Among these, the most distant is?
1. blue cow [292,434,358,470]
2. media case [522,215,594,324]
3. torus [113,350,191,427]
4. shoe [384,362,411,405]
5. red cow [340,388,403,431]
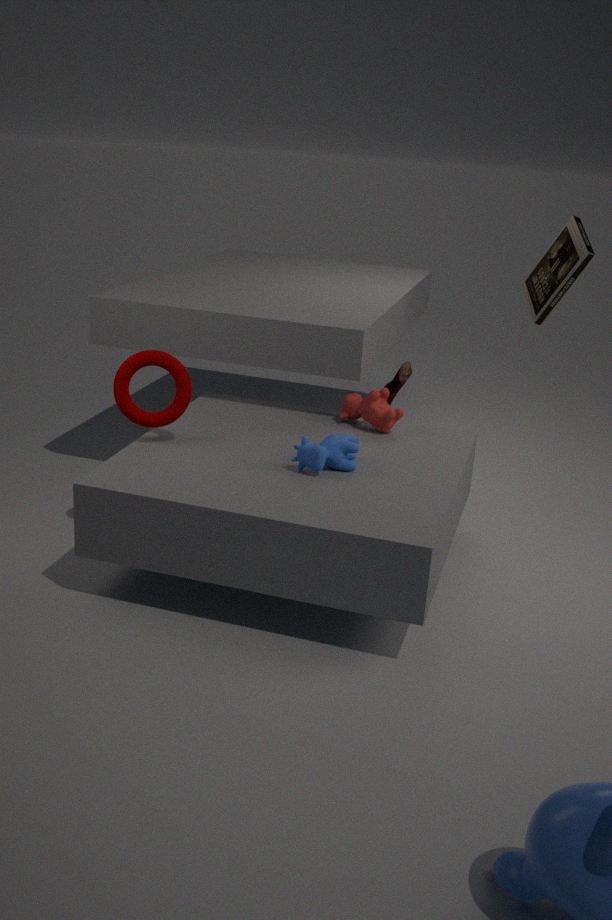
shoe [384,362,411,405]
